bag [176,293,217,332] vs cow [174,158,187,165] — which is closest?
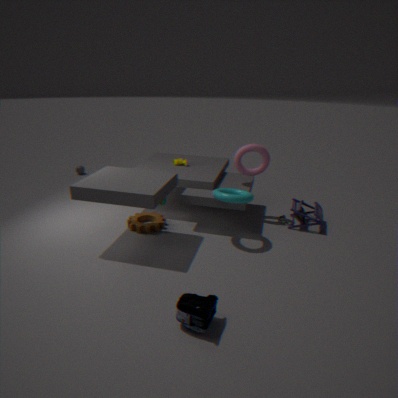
bag [176,293,217,332]
